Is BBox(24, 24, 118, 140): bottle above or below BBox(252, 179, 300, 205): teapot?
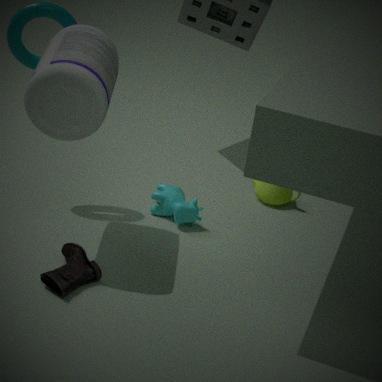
above
